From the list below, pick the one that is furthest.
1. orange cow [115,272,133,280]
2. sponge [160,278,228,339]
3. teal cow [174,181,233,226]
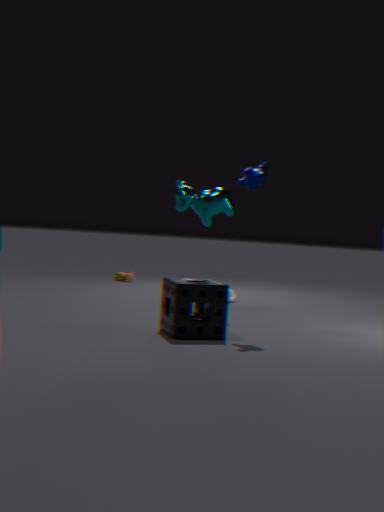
orange cow [115,272,133,280]
